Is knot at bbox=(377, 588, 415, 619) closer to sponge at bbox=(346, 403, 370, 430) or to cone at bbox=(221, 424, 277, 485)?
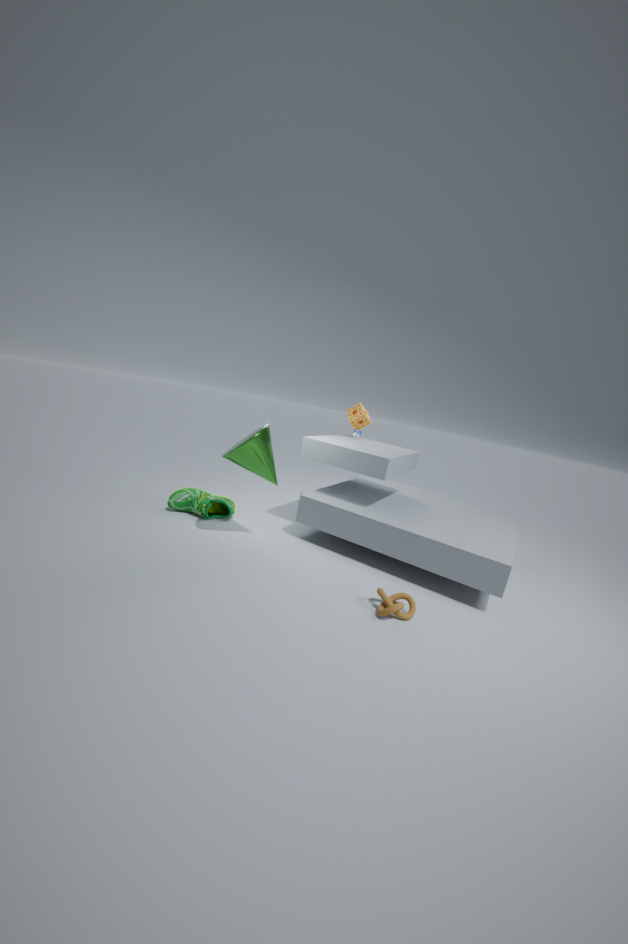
cone at bbox=(221, 424, 277, 485)
